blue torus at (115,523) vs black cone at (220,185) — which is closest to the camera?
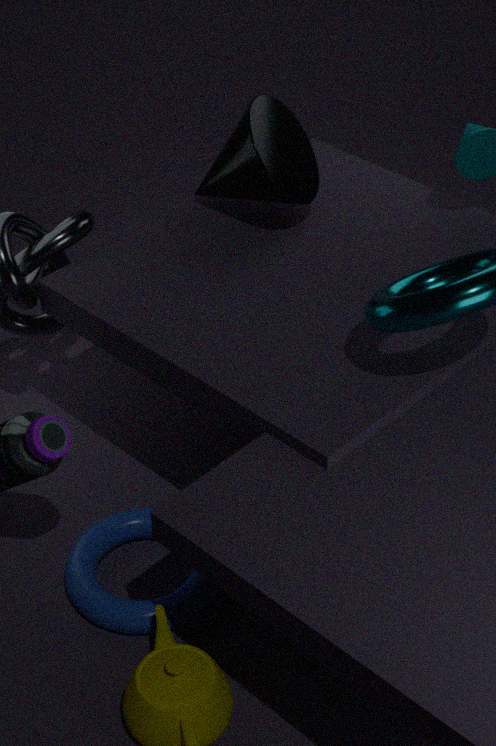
blue torus at (115,523)
